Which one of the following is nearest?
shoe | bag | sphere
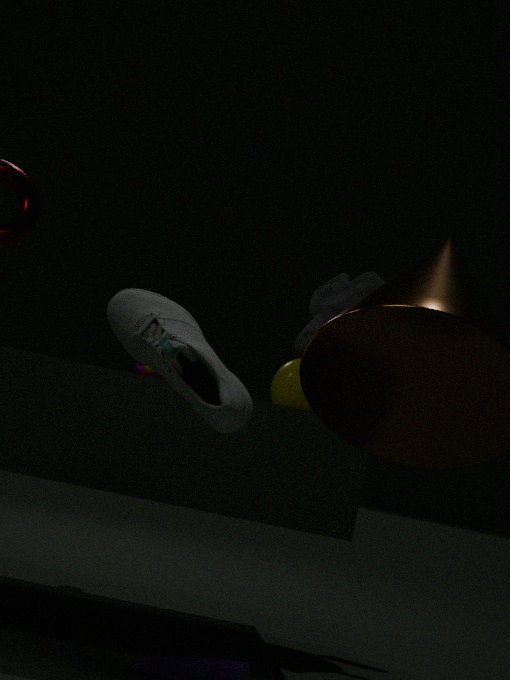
shoe
